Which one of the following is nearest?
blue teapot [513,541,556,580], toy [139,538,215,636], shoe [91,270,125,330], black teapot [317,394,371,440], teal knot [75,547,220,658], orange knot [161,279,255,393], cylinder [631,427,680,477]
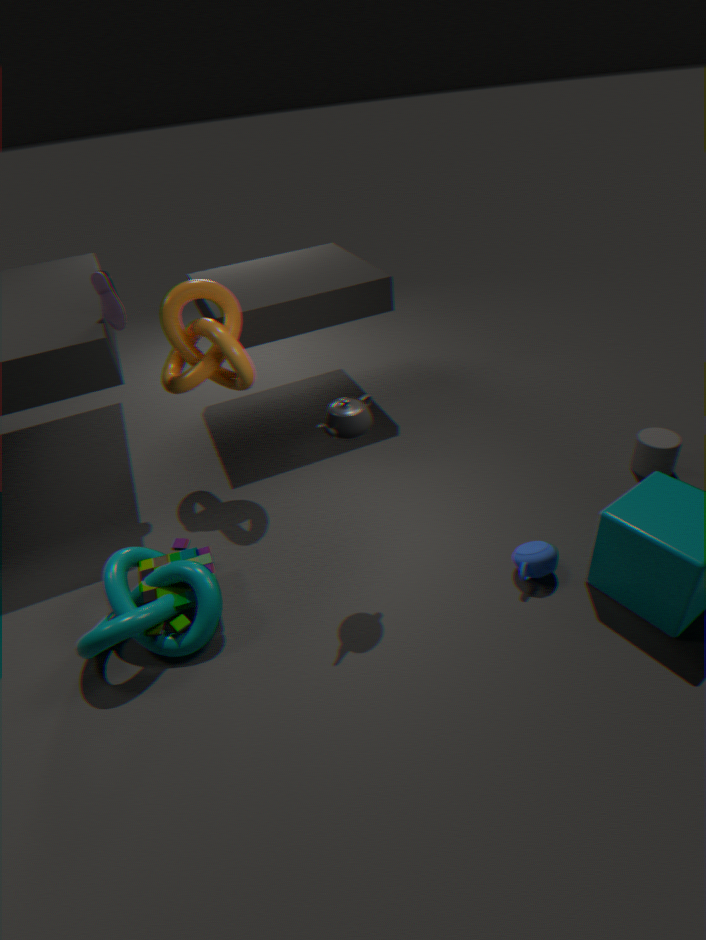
black teapot [317,394,371,440]
